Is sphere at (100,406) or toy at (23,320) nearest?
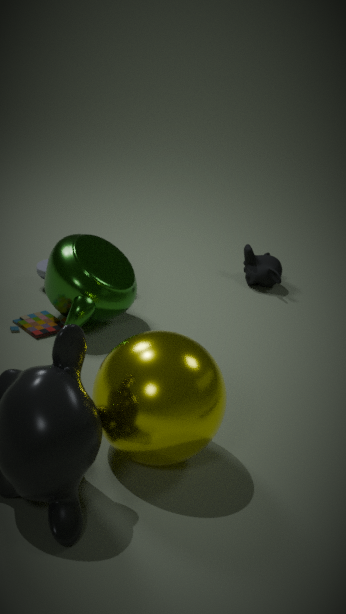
sphere at (100,406)
